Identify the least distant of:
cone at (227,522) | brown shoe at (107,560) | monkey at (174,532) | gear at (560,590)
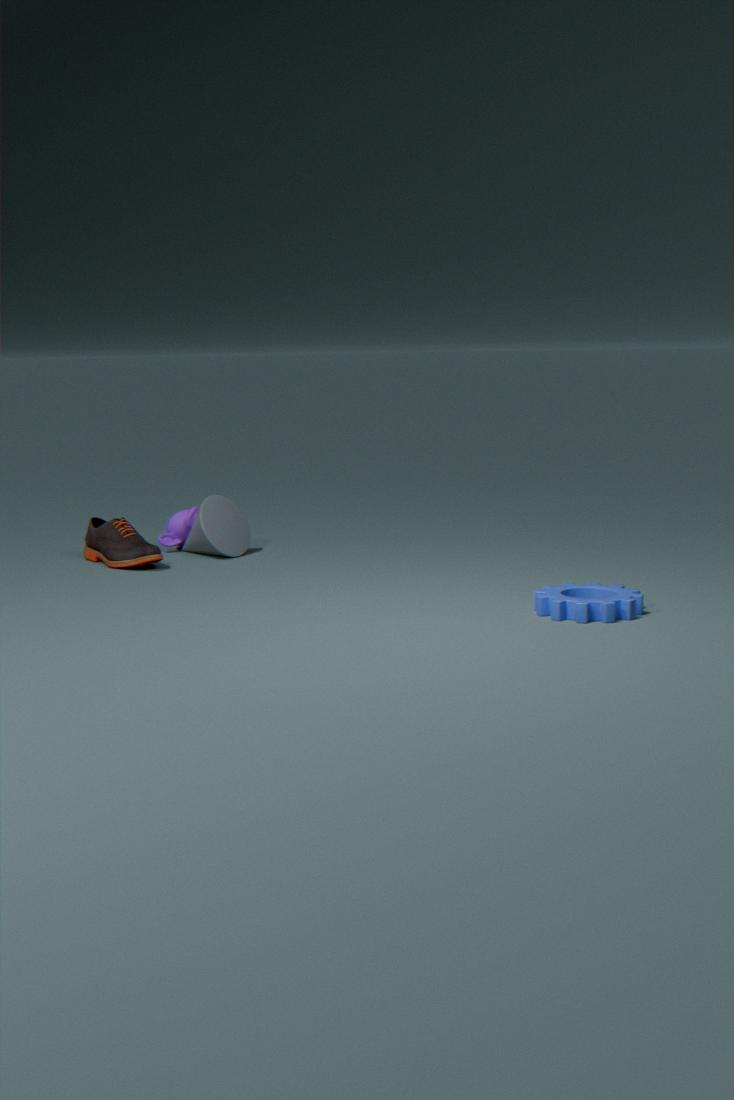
gear at (560,590)
